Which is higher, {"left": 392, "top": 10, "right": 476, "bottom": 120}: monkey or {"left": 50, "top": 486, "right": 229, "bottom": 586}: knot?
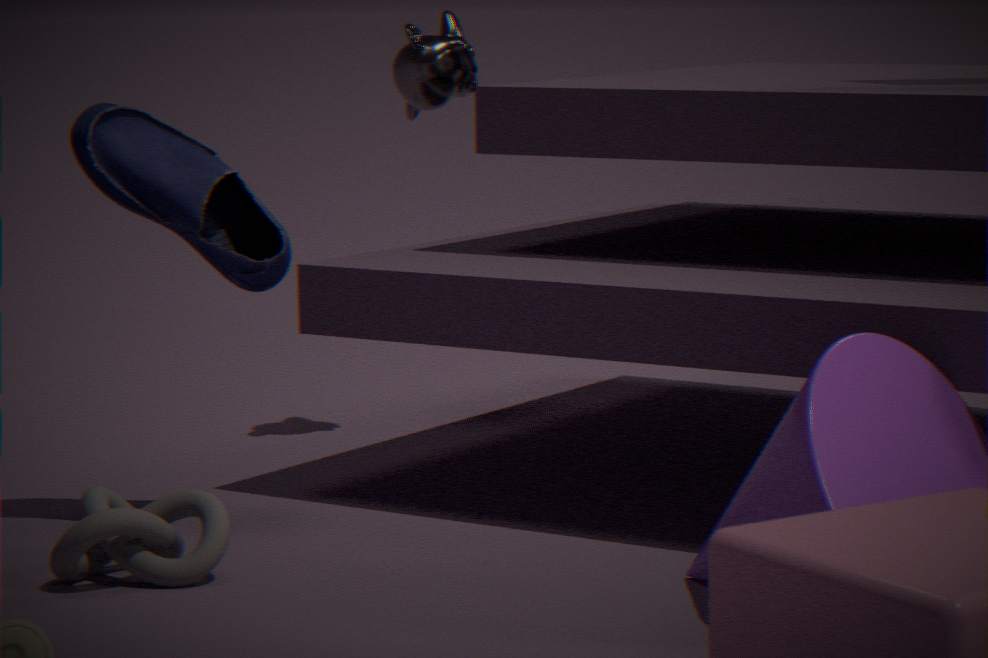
{"left": 392, "top": 10, "right": 476, "bottom": 120}: monkey
